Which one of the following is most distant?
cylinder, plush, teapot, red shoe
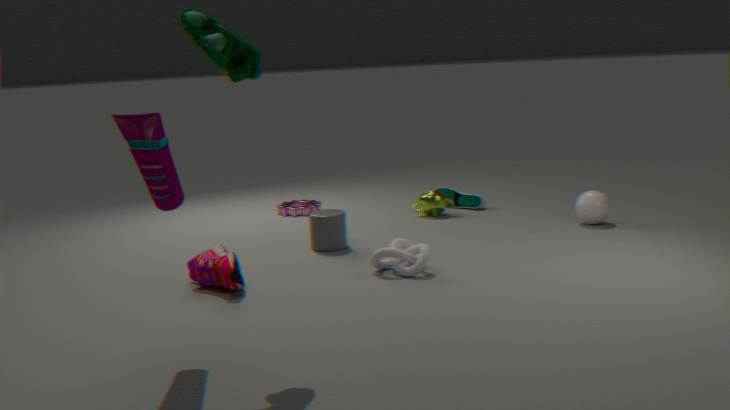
teapot
